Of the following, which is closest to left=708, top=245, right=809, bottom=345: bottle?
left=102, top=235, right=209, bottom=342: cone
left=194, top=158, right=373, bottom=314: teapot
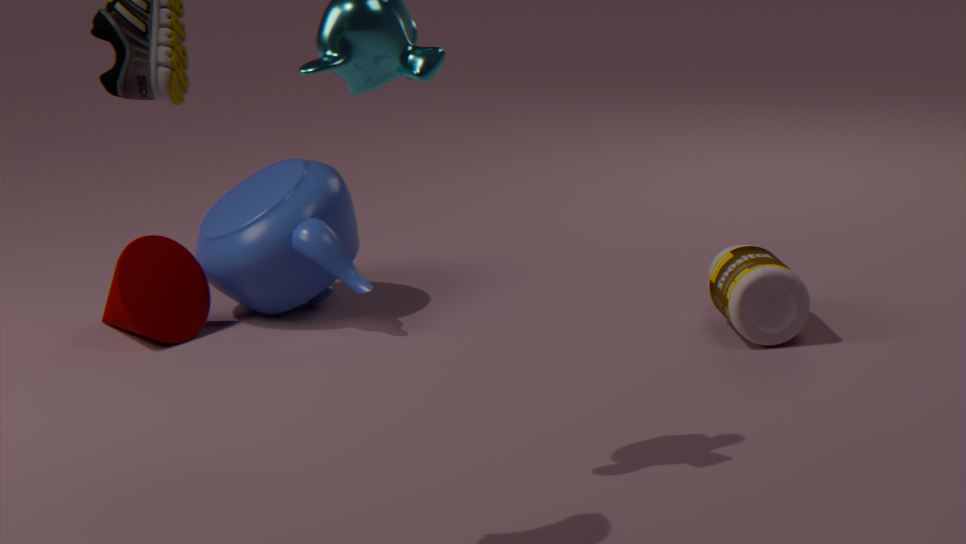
left=194, top=158, right=373, bottom=314: teapot
